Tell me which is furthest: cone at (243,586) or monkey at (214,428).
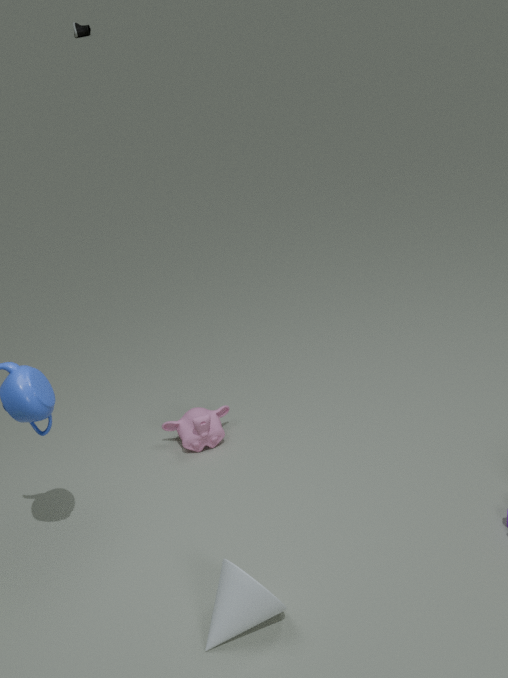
monkey at (214,428)
